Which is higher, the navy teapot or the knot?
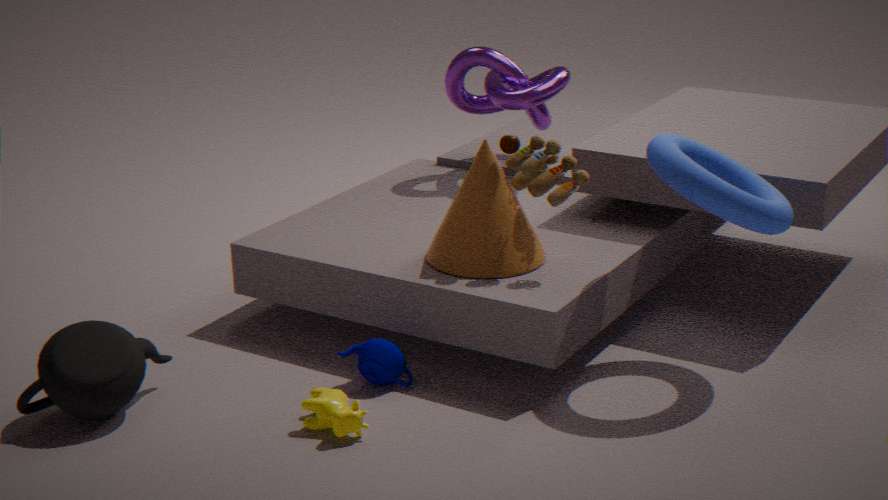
the knot
